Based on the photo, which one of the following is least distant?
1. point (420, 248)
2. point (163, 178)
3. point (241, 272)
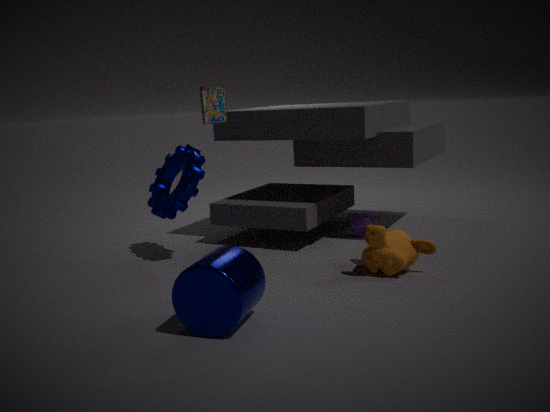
point (241, 272)
